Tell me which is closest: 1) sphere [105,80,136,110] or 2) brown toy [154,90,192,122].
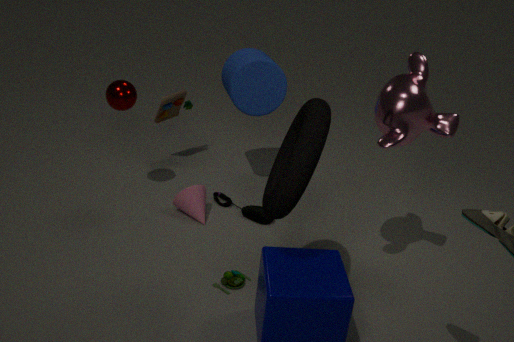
1. sphere [105,80,136,110]
